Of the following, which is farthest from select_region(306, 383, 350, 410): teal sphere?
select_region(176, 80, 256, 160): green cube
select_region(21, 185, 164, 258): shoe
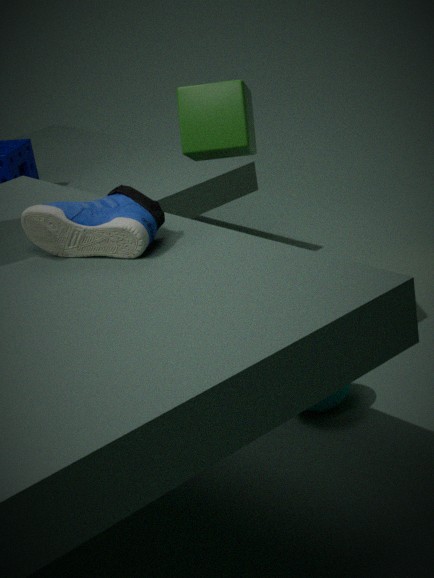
select_region(21, 185, 164, 258): shoe
